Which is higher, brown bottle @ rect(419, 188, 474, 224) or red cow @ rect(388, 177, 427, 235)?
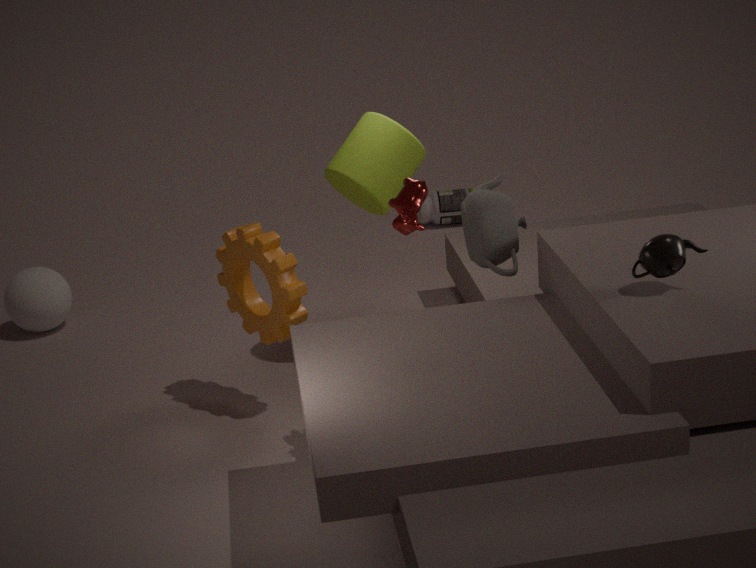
red cow @ rect(388, 177, 427, 235)
